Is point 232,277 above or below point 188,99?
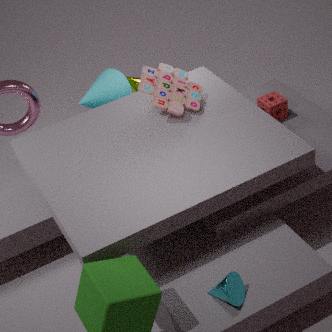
below
